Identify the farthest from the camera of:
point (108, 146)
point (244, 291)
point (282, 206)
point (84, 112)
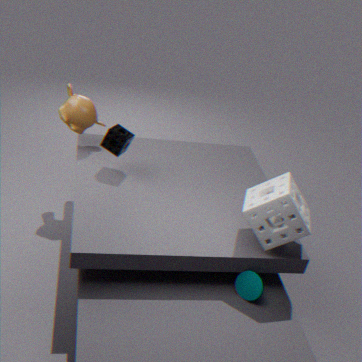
point (84, 112)
